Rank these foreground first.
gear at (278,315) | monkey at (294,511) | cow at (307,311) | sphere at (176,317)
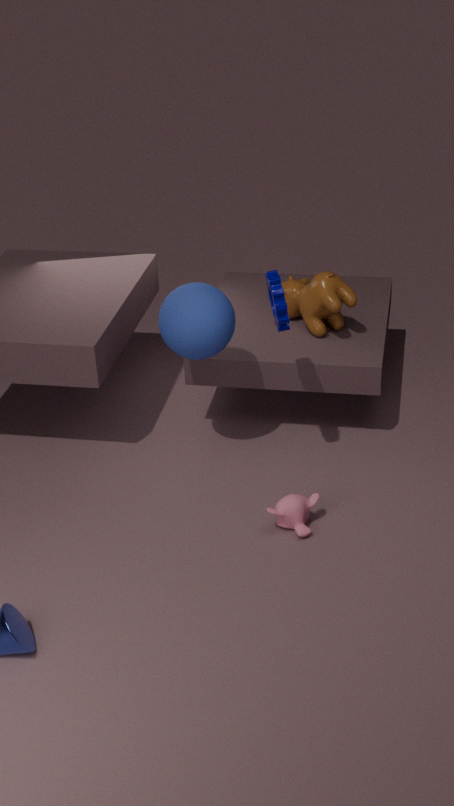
gear at (278,315), monkey at (294,511), sphere at (176,317), cow at (307,311)
